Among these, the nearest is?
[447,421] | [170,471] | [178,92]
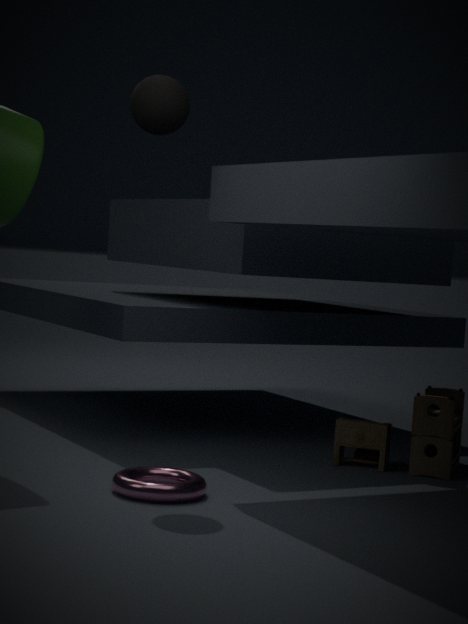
[170,471]
